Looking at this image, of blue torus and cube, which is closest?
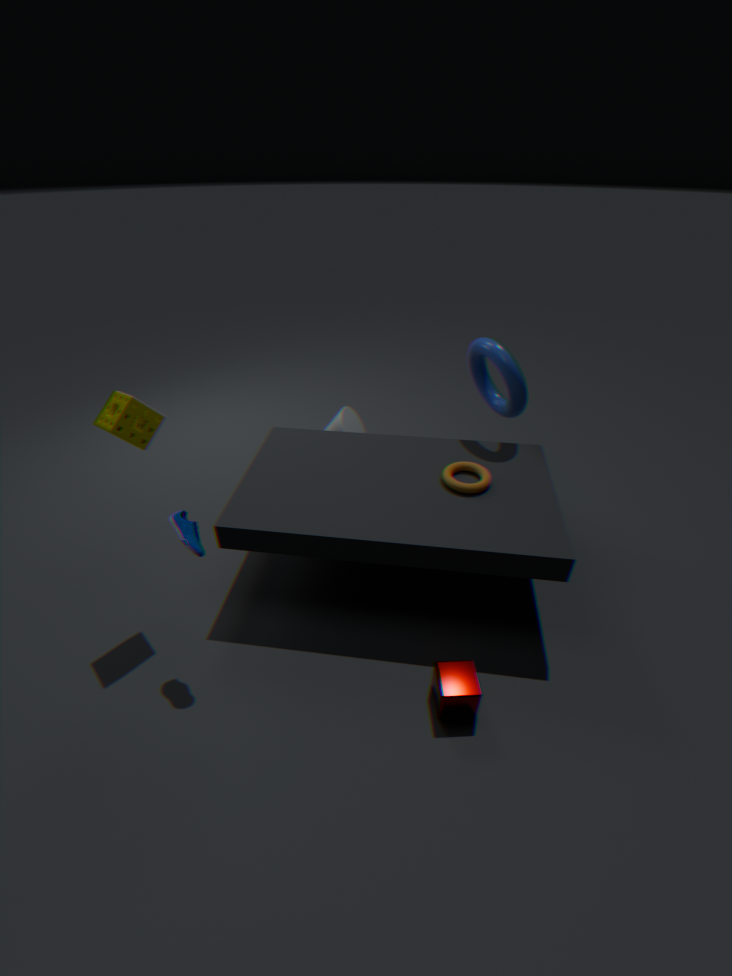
cube
